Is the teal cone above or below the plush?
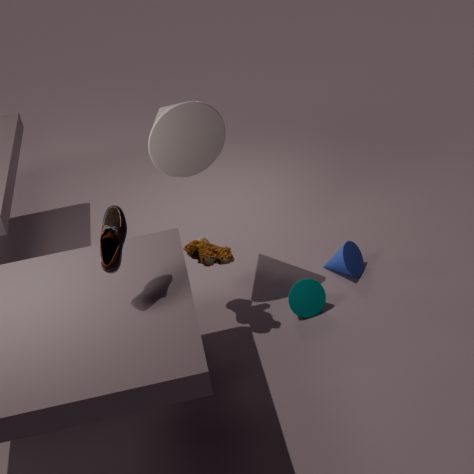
below
